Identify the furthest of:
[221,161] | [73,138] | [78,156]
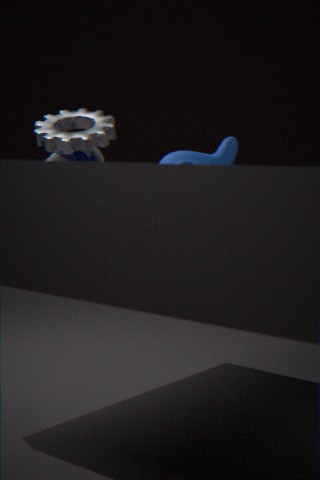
[221,161]
